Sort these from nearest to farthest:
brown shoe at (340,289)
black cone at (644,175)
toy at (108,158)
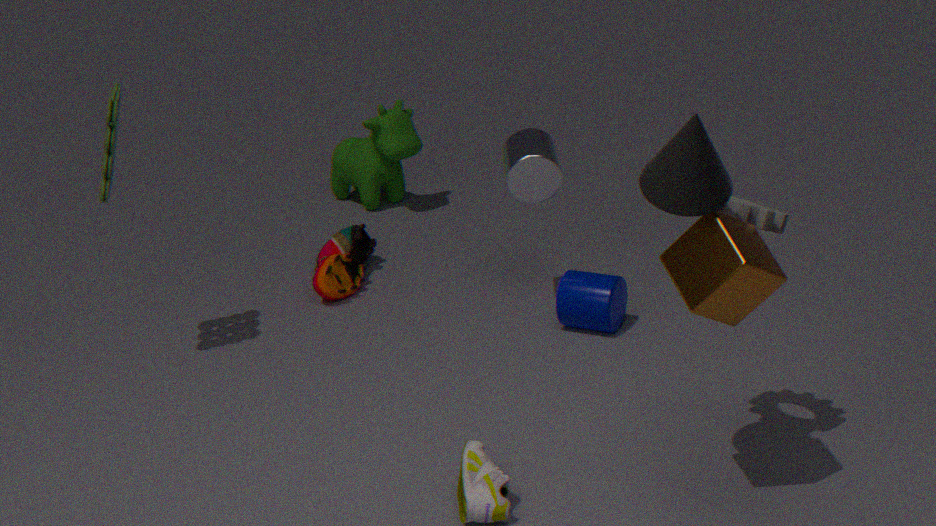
1. black cone at (644,175)
2. toy at (108,158)
3. brown shoe at (340,289)
